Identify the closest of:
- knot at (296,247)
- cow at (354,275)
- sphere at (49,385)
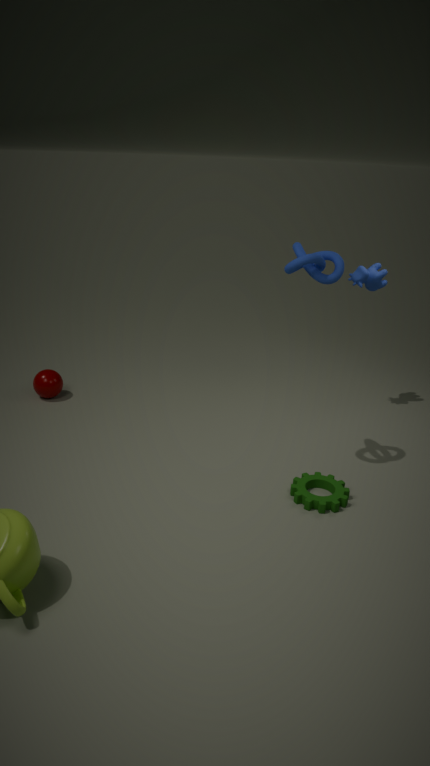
knot at (296,247)
